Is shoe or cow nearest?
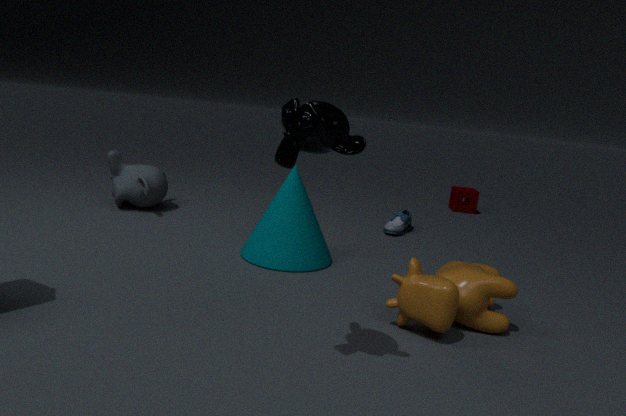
cow
